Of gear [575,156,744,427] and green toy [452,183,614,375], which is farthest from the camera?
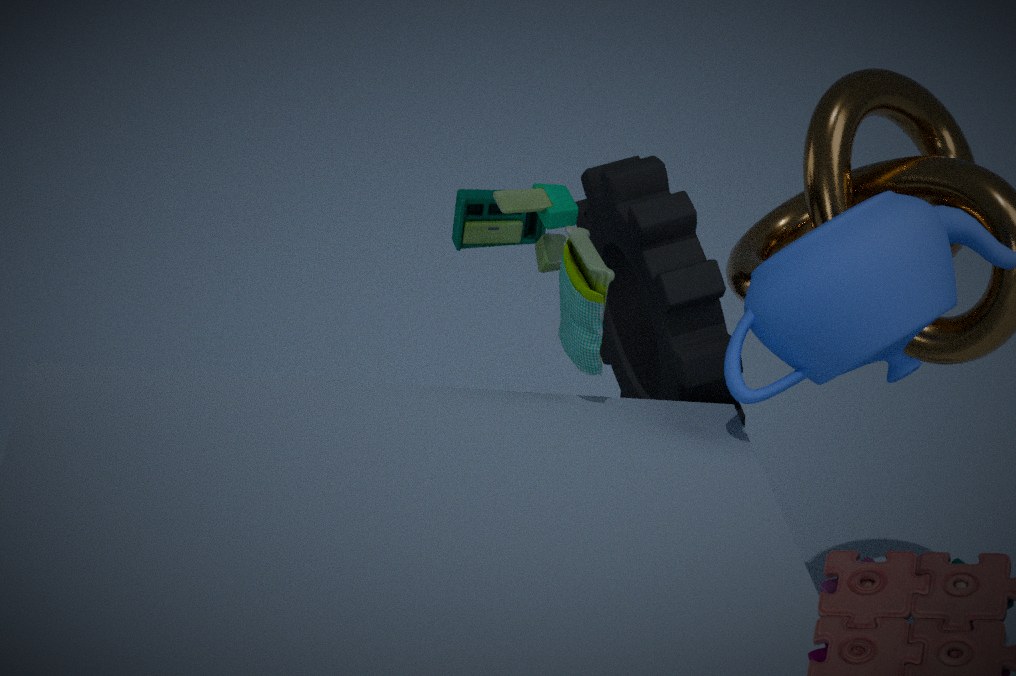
gear [575,156,744,427]
